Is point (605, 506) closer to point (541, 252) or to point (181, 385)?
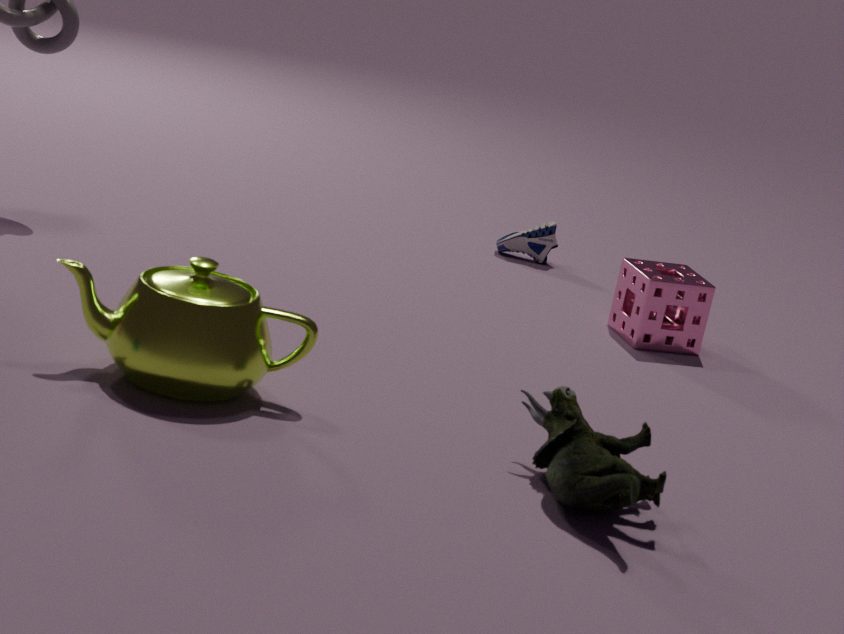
point (181, 385)
